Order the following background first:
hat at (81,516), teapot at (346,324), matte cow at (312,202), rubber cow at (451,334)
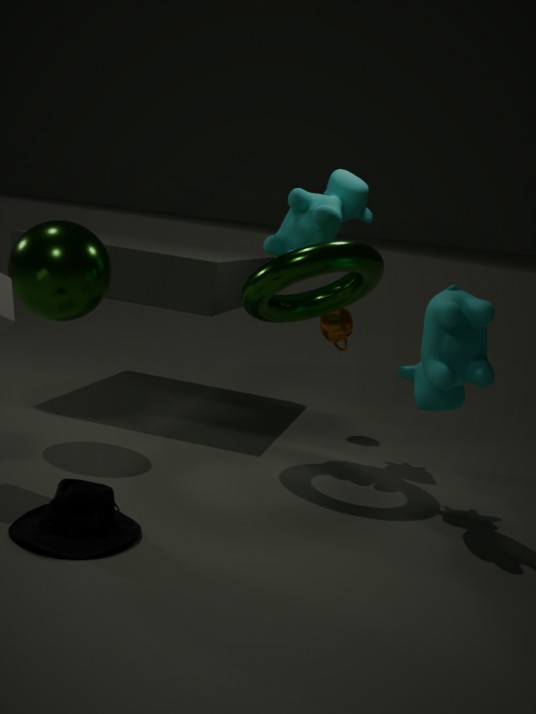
teapot at (346,324)
matte cow at (312,202)
rubber cow at (451,334)
hat at (81,516)
